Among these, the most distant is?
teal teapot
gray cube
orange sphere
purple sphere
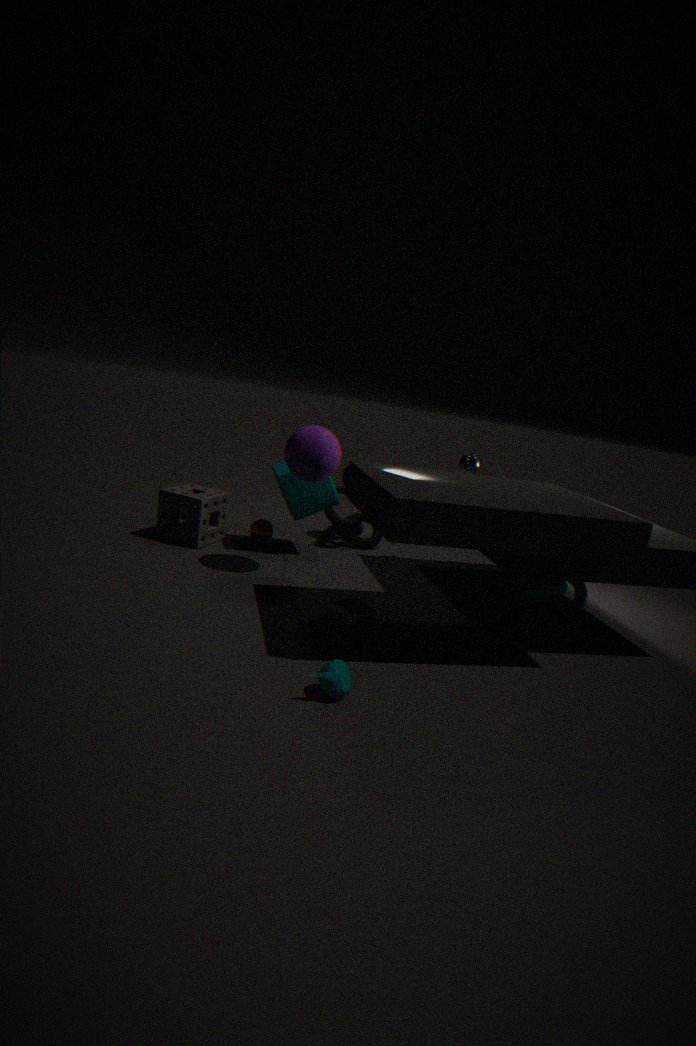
orange sphere
